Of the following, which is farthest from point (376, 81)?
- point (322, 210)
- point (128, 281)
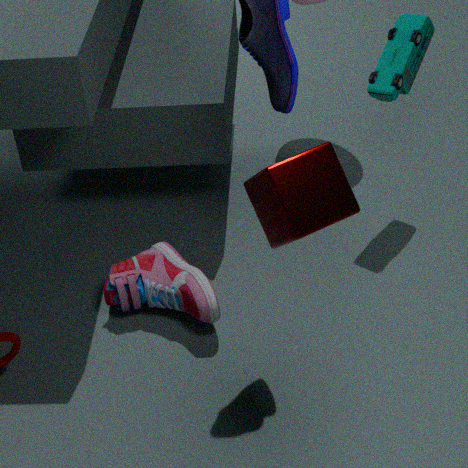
point (322, 210)
